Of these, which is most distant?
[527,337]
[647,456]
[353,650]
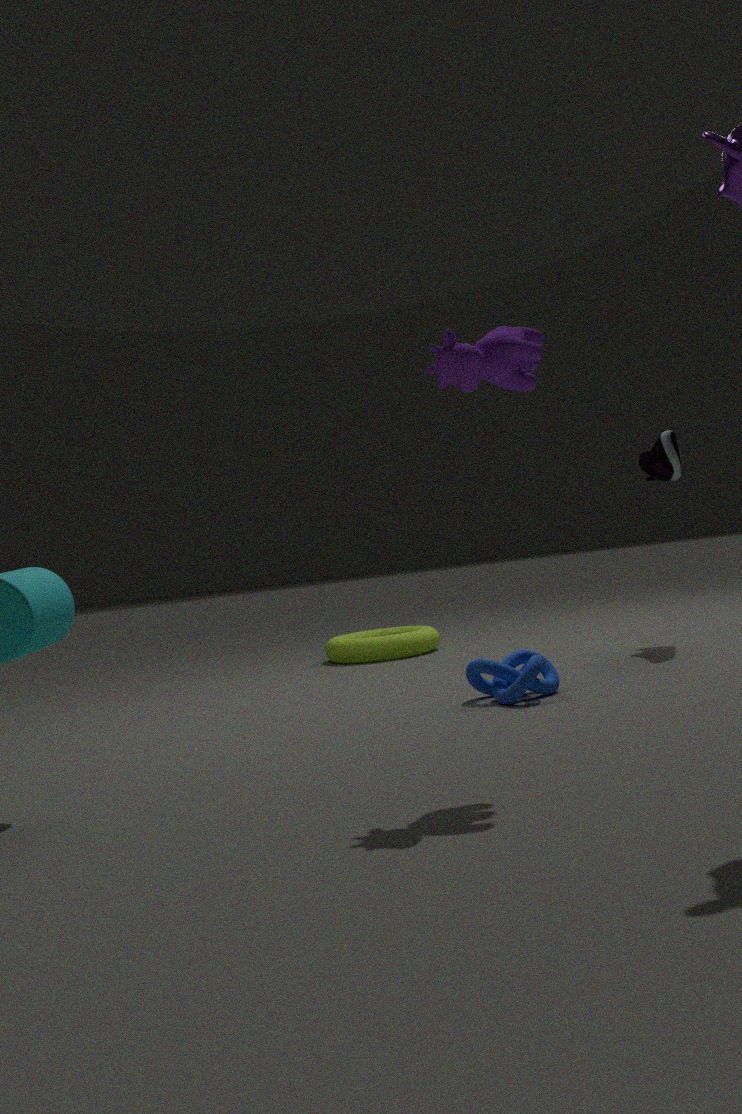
[353,650]
